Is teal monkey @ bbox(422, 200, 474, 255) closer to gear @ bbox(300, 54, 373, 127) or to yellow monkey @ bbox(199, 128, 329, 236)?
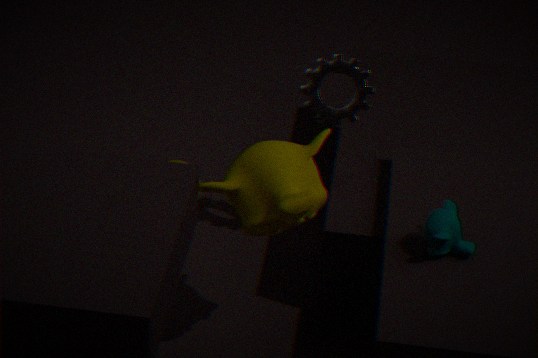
yellow monkey @ bbox(199, 128, 329, 236)
